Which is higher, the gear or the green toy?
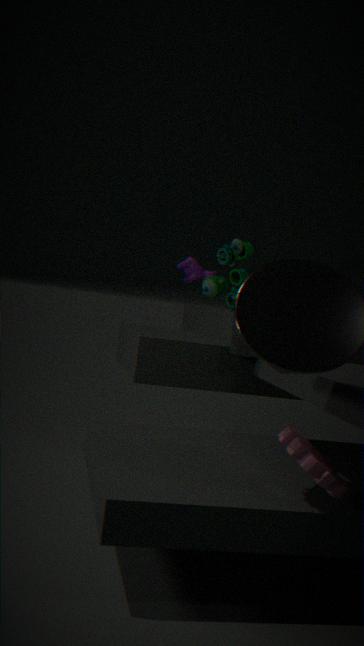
the green toy
